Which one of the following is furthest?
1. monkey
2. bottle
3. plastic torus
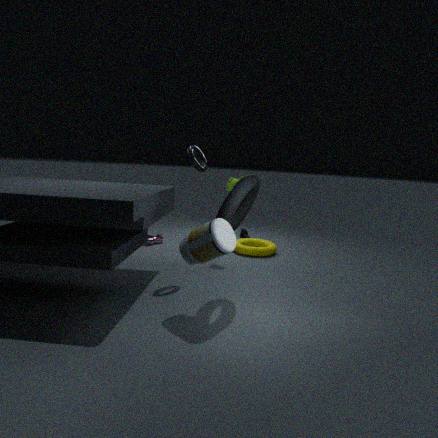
monkey
